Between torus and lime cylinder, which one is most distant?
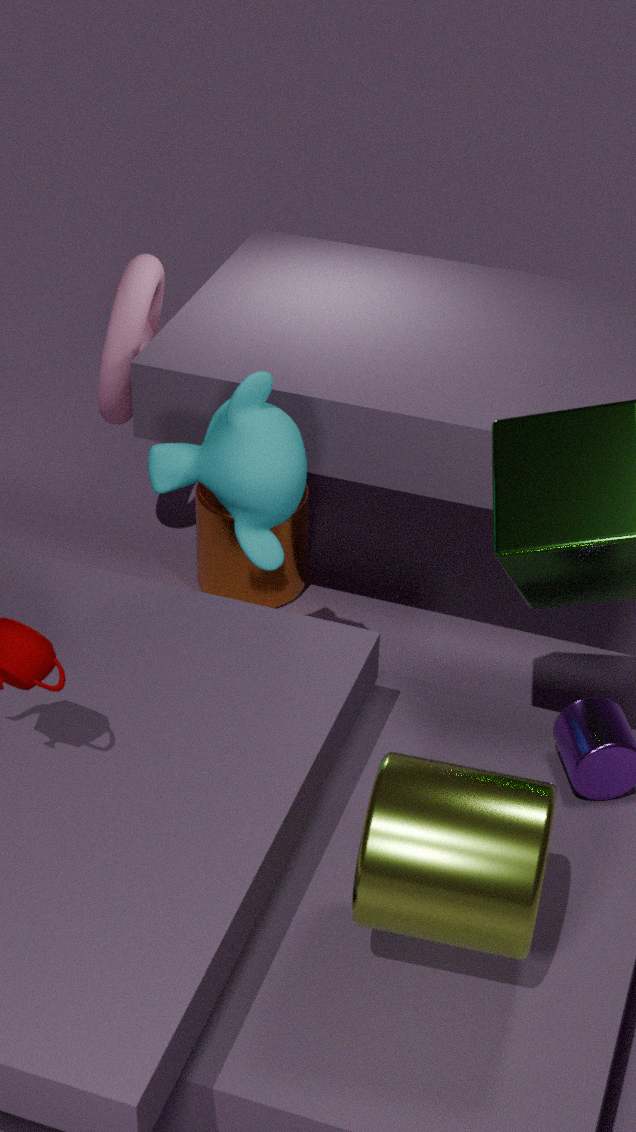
torus
